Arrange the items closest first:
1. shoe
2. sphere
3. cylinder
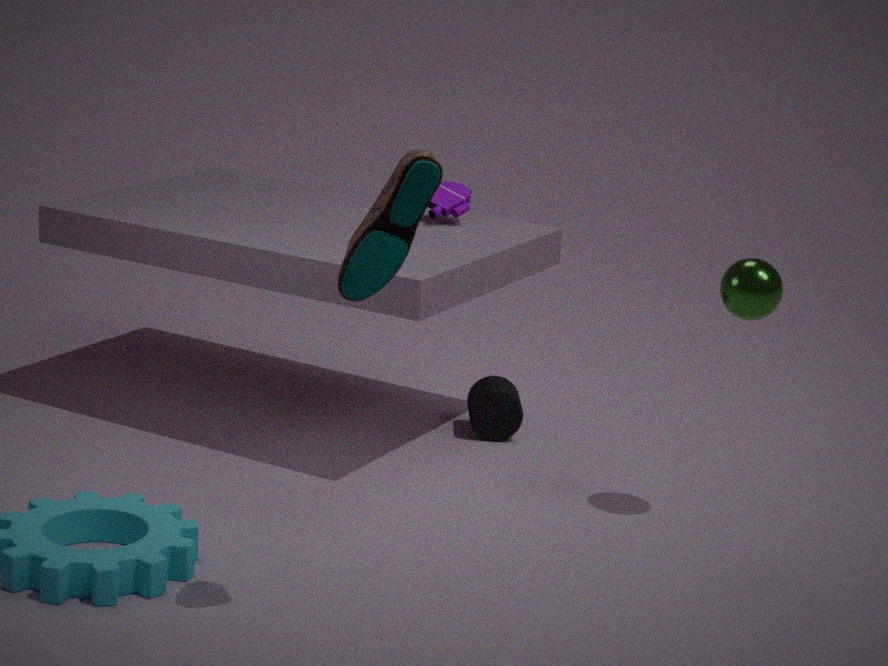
shoe, sphere, cylinder
